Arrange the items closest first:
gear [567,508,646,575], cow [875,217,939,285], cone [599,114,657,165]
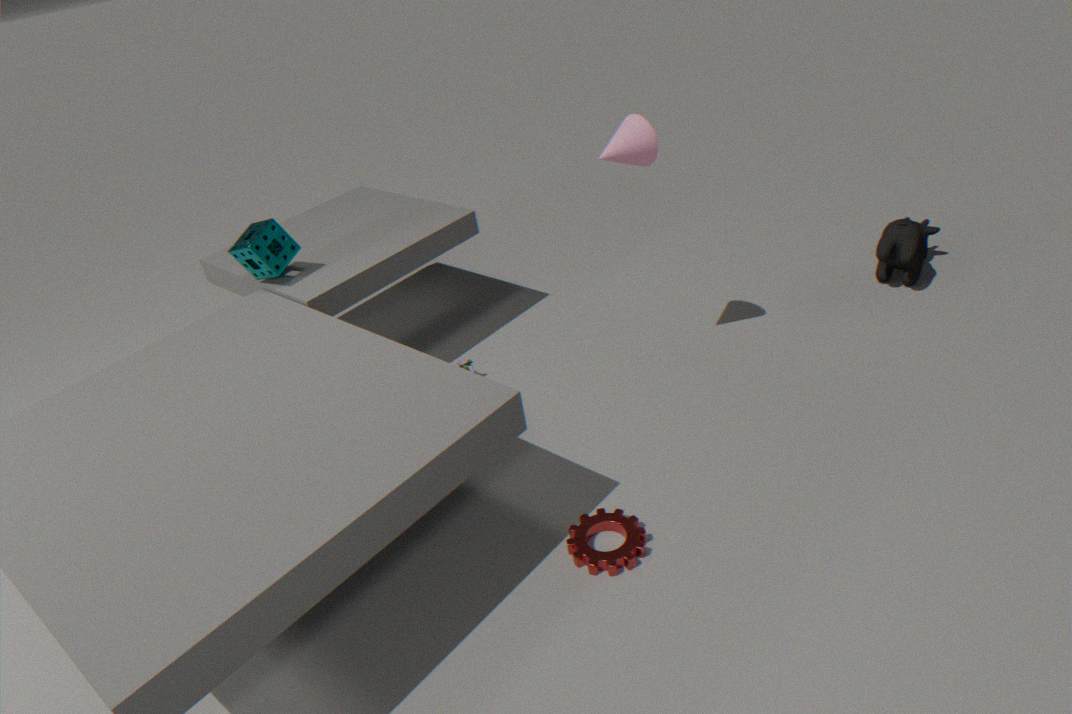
gear [567,508,646,575], cone [599,114,657,165], cow [875,217,939,285]
